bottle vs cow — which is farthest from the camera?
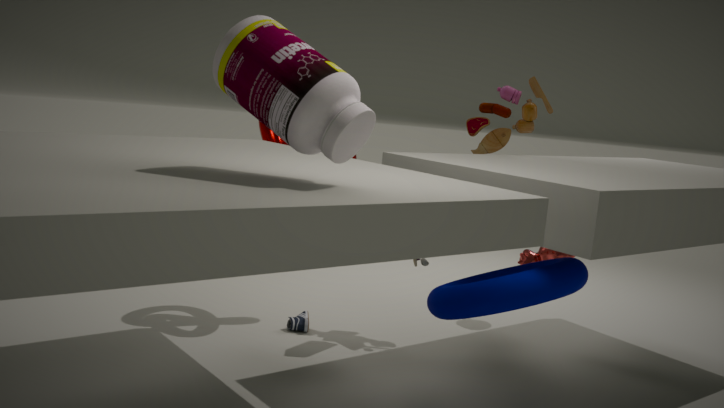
A: cow
